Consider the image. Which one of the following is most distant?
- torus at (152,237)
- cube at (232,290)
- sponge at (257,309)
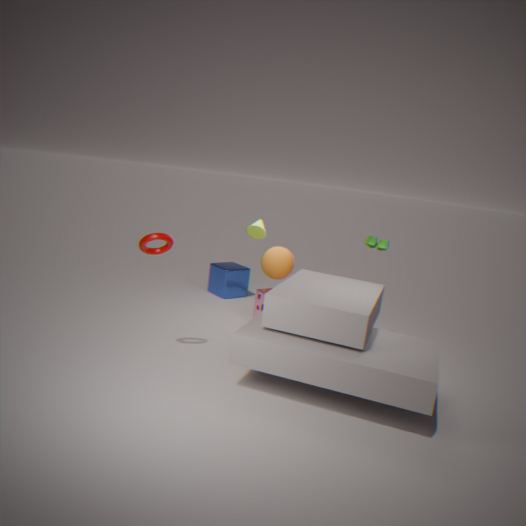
cube at (232,290)
